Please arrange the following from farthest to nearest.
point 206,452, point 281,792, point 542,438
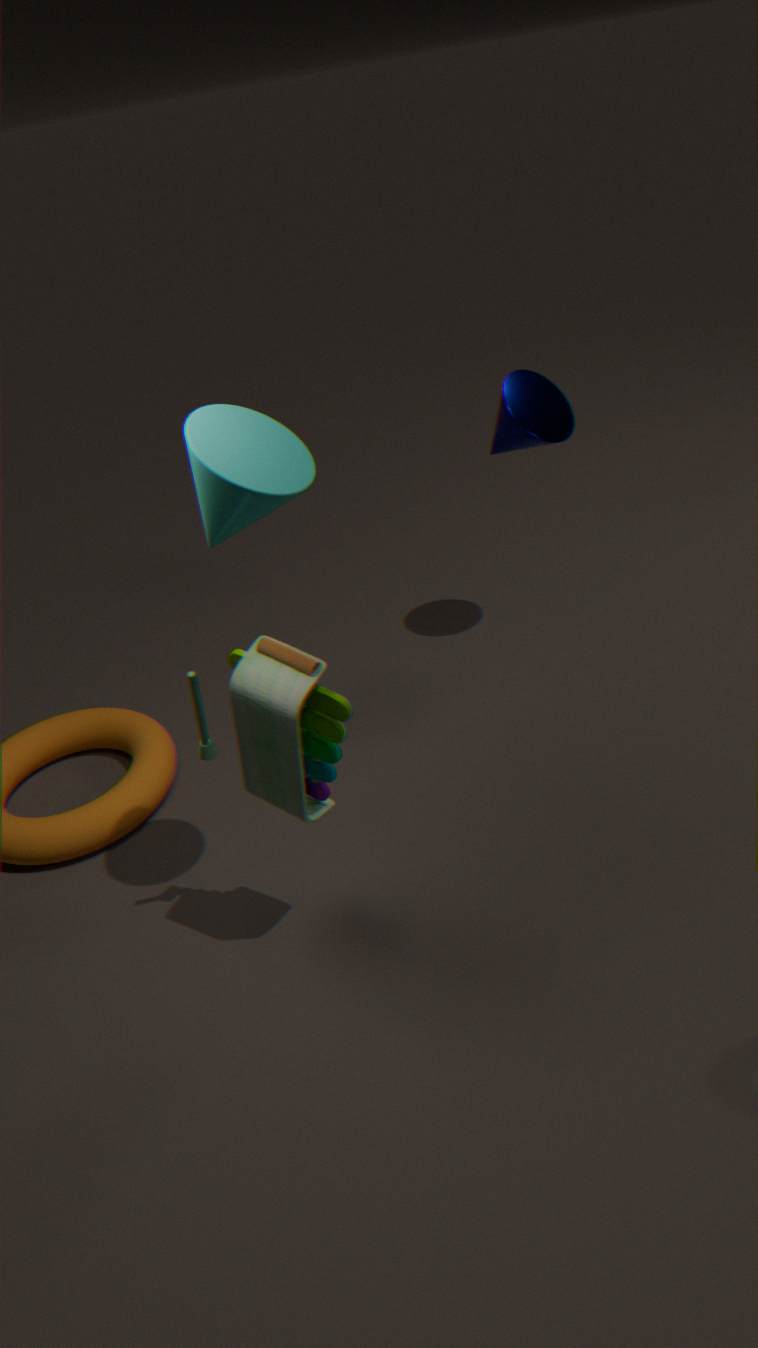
point 542,438, point 281,792, point 206,452
